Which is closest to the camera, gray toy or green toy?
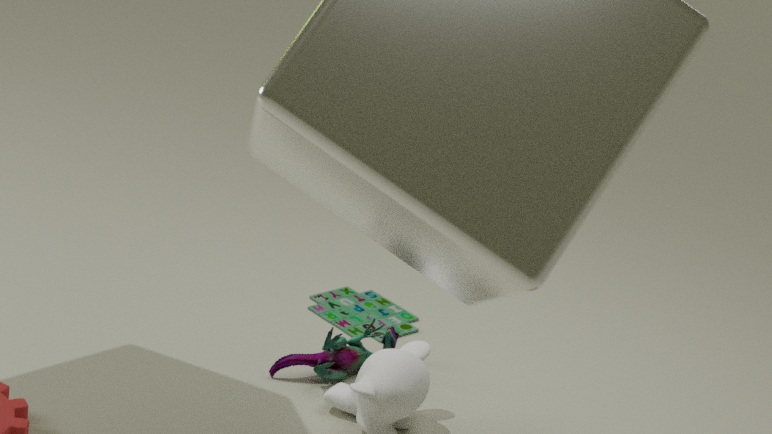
gray toy
